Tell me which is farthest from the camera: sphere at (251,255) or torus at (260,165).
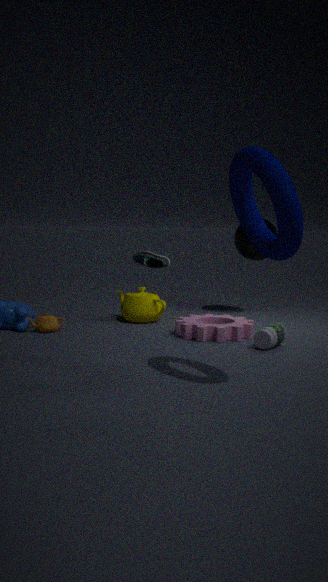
sphere at (251,255)
